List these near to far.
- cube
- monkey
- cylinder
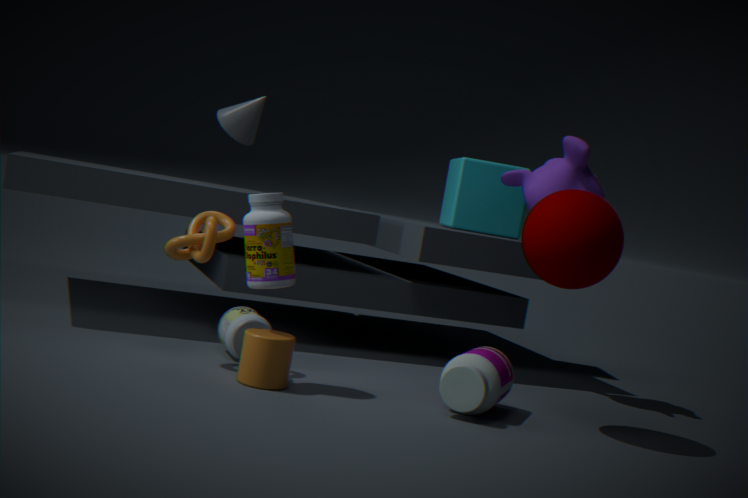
cylinder, monkey, cube
